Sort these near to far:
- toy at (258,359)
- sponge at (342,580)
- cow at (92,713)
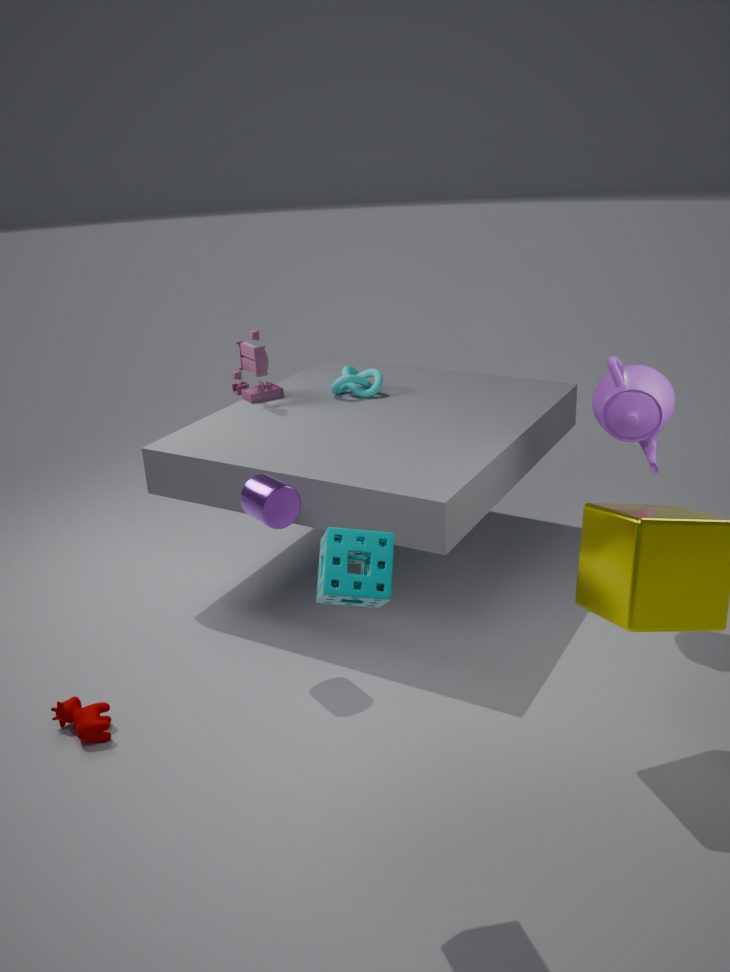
1. sponge at (342,580)
2. cow at (92,713)
3. toy at (258,359)
